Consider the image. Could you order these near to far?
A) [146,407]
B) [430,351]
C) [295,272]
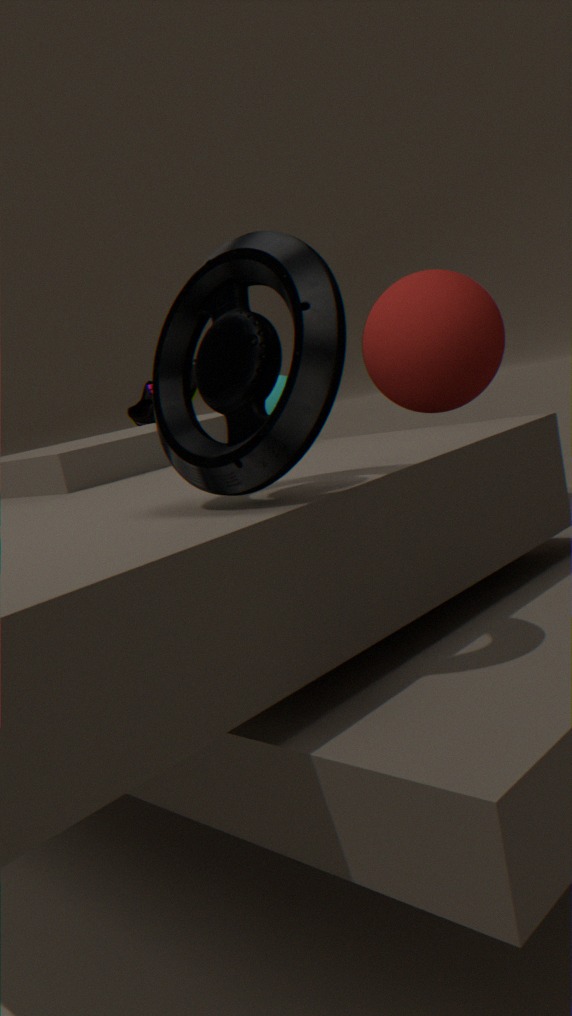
[295,272] < [430,351] < [146,407]
